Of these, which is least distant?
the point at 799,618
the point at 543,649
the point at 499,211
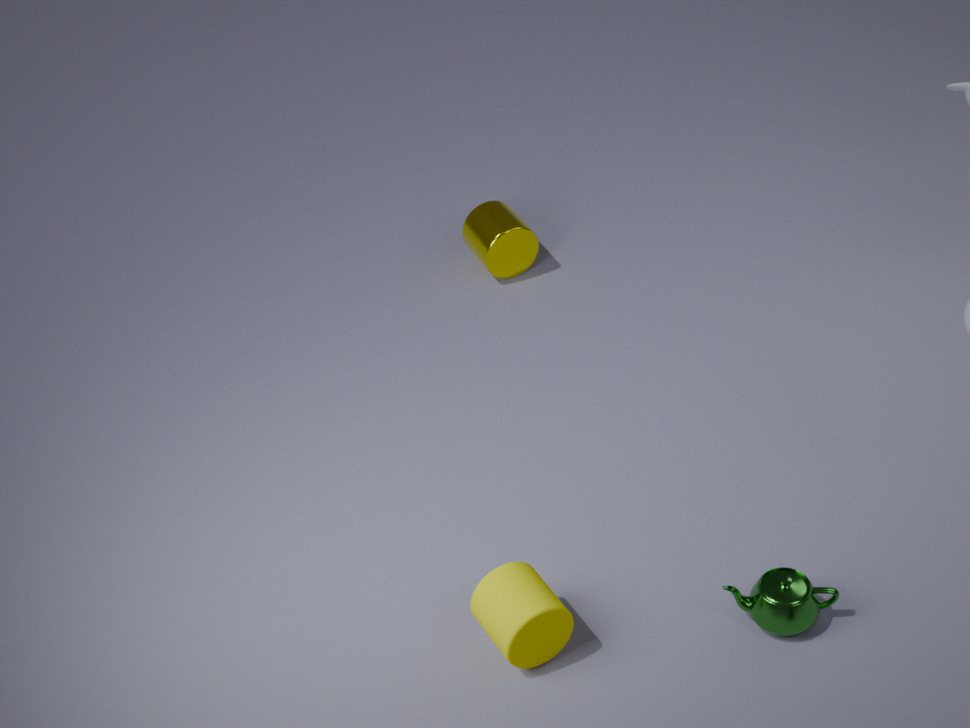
the point at 799,618
